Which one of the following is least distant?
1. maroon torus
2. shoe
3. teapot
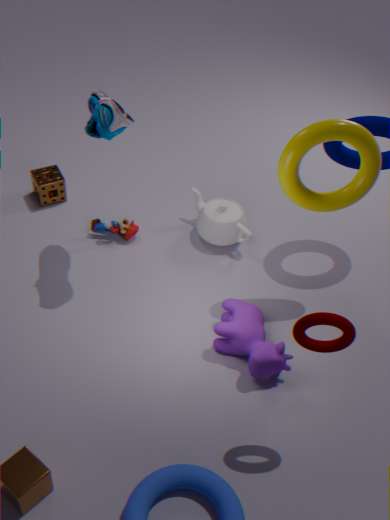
maroon torus
